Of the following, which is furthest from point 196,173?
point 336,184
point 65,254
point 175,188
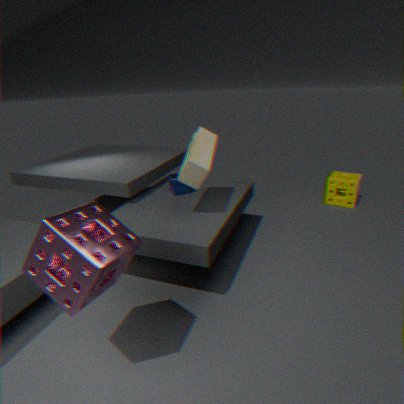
point 336,184
